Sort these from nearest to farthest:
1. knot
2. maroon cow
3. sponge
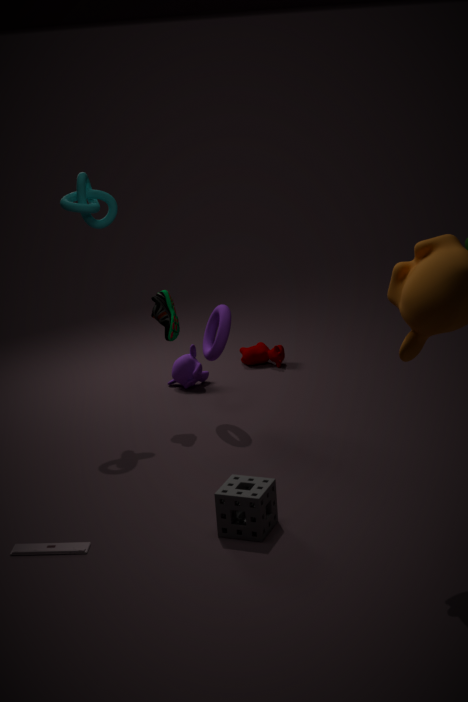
sponge < knot < maroon cow
